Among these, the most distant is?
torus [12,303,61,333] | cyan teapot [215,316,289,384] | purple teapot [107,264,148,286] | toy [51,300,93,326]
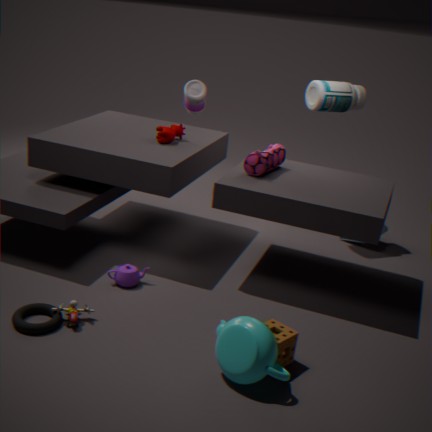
purple teapot [107,264,148,286]
